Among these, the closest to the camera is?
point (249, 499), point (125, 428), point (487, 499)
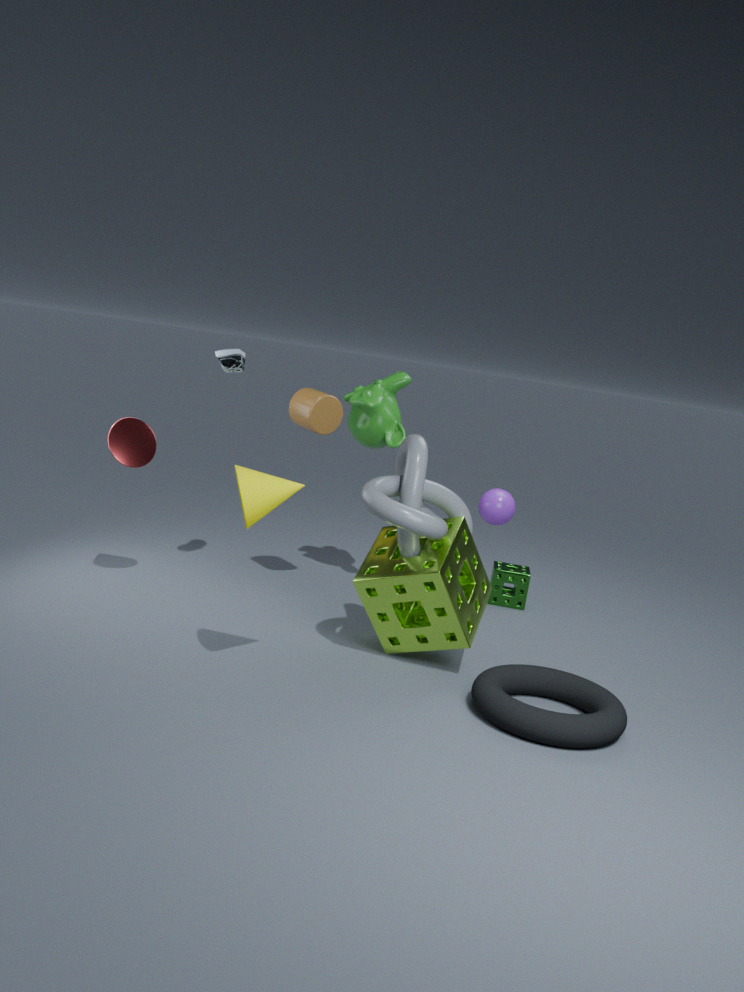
point (249, 499)
